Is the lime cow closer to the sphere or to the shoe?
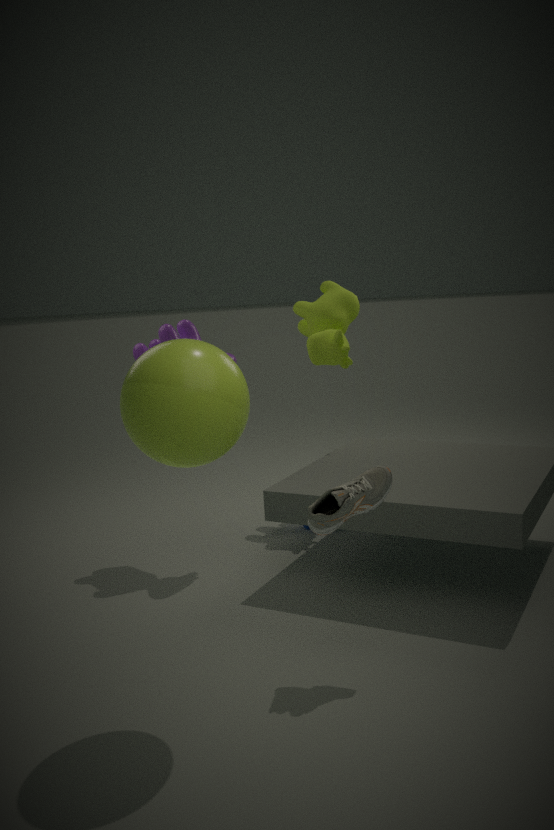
the shoe
